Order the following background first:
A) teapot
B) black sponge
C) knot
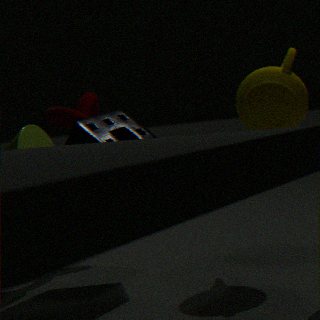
knot < teapot < black sponge
